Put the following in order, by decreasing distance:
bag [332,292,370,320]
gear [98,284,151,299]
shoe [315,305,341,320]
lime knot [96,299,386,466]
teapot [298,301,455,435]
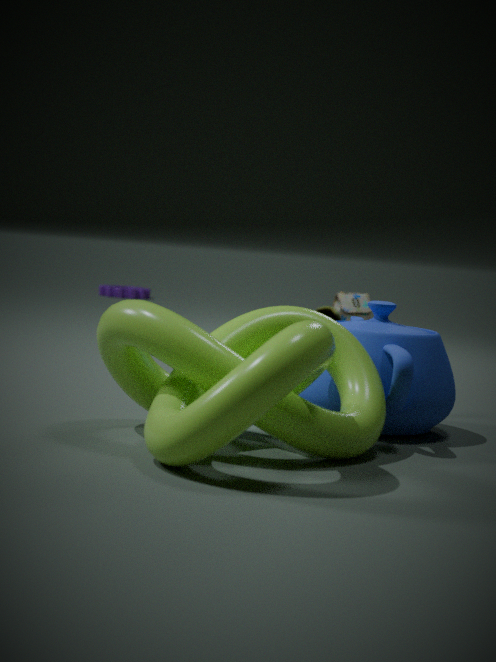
gear [98,284,151,299], bag [332,292,370,320], shoe [315,305,341,320], teapot [298,301,455,435], lime knot [96,299,386,466]
